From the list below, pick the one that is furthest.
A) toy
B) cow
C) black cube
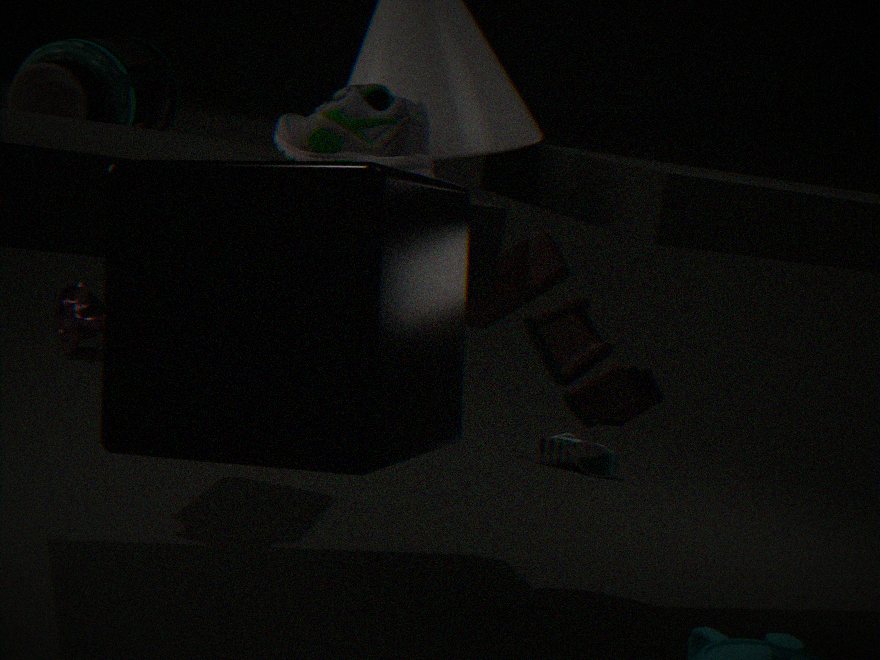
cow
